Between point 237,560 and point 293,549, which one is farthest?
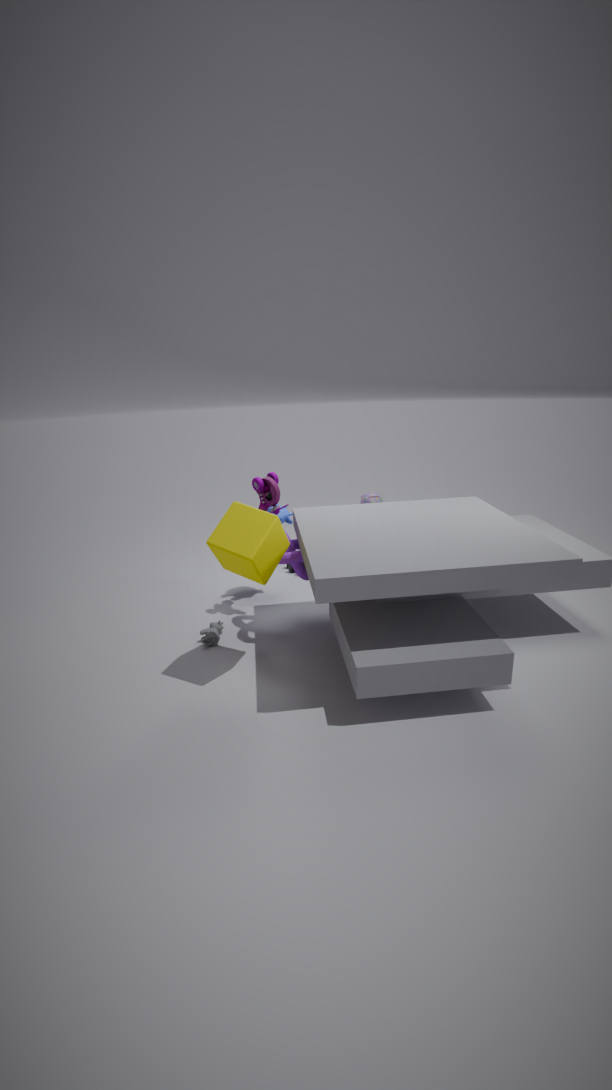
point 293,549
